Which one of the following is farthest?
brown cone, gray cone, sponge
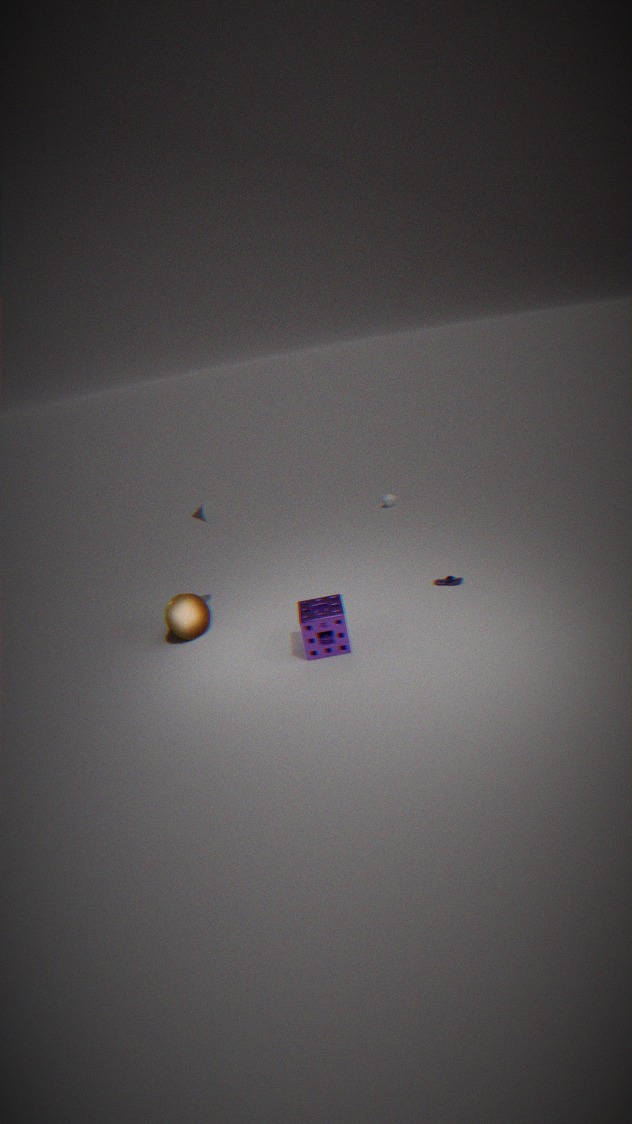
brown cone
